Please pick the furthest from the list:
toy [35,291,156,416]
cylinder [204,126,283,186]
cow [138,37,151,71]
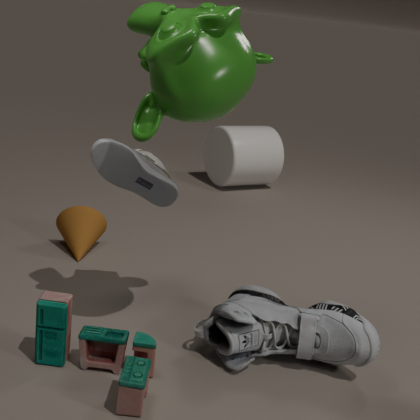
cylinder [204,126,283,186]
